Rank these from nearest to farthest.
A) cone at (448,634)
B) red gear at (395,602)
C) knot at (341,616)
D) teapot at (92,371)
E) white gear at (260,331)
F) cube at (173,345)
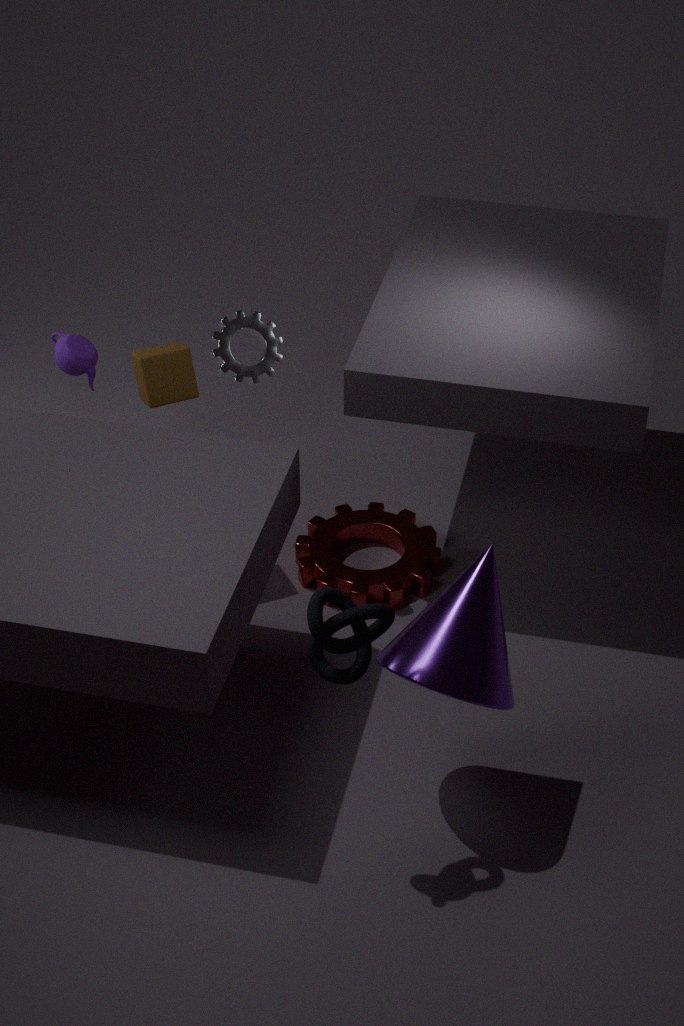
knot at (341,616), cone at (448,634), cube at (173,345), white gear at (260,331), red gear at (395,602), teapot at (92,371)
